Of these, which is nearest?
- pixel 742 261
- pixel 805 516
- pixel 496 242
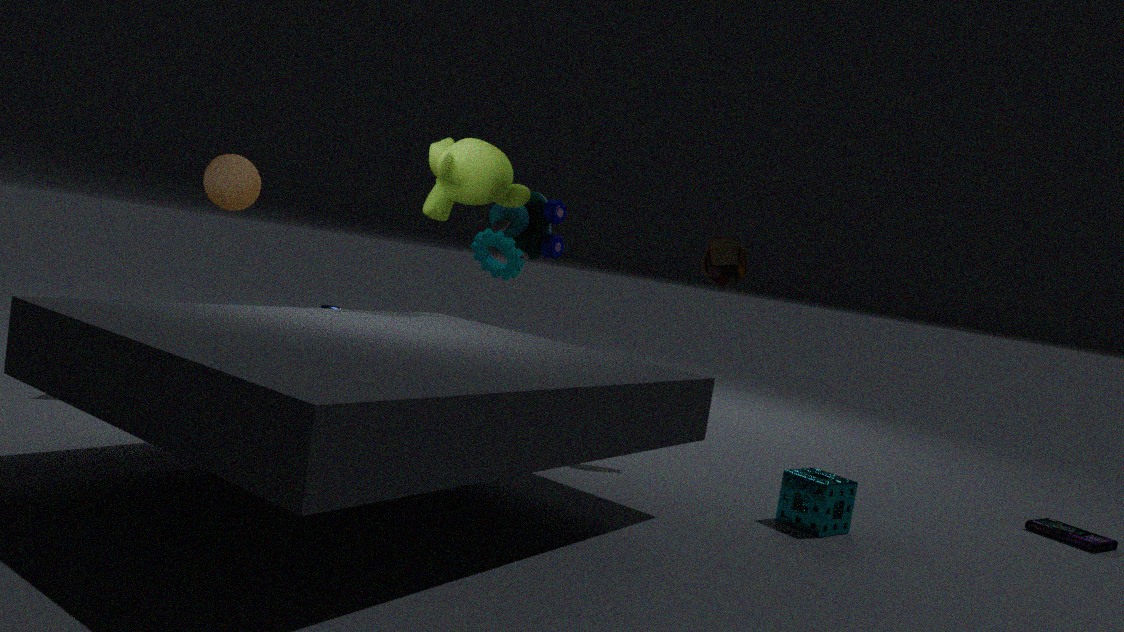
pixel 805 516
